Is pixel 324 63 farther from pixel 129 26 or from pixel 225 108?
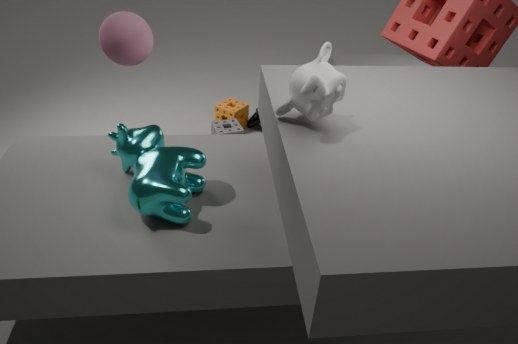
pixel 225 108
